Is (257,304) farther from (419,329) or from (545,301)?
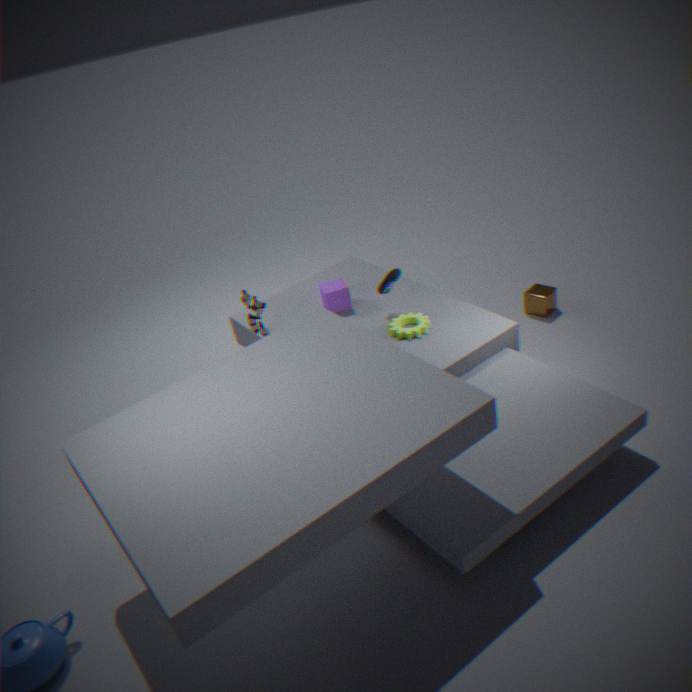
(545,301)
